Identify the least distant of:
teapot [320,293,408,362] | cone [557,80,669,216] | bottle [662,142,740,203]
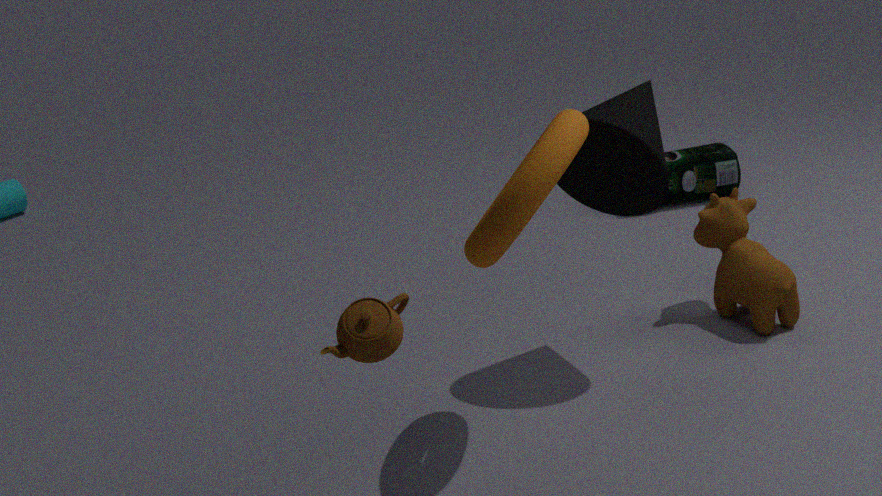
teapot [320,293,408,362]
